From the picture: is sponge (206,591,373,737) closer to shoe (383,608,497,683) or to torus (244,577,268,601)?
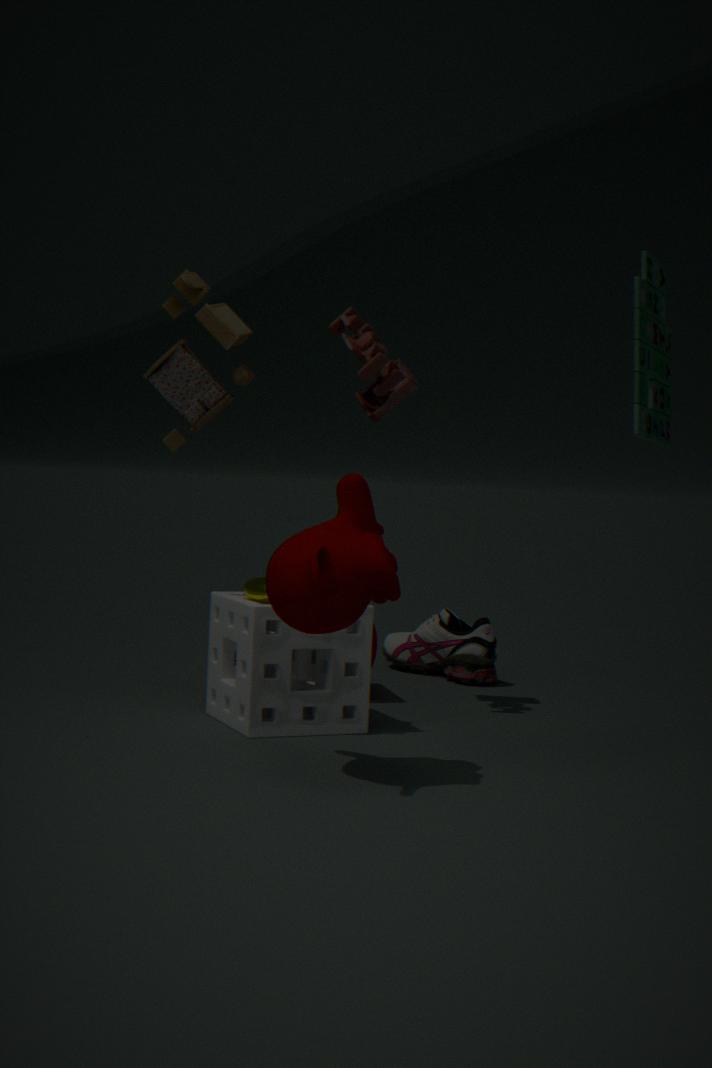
torus (244,577,268,601)
